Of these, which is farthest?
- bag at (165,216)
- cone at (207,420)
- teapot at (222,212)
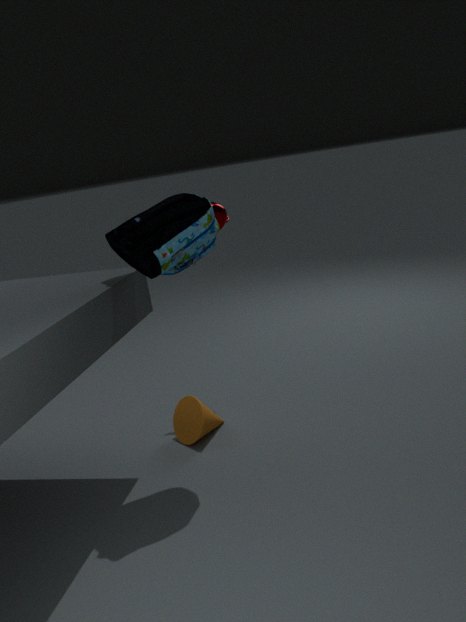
teapot at (222,212)
